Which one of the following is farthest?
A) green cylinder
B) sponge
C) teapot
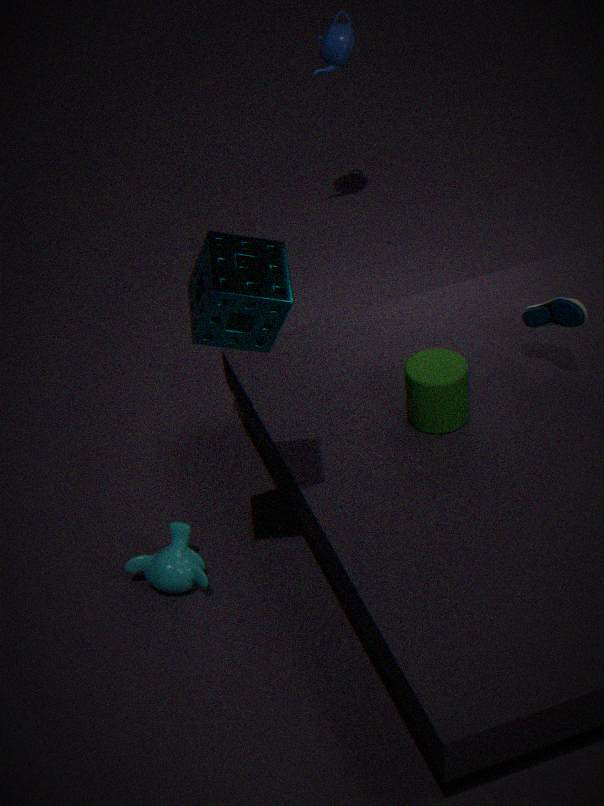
teapot
